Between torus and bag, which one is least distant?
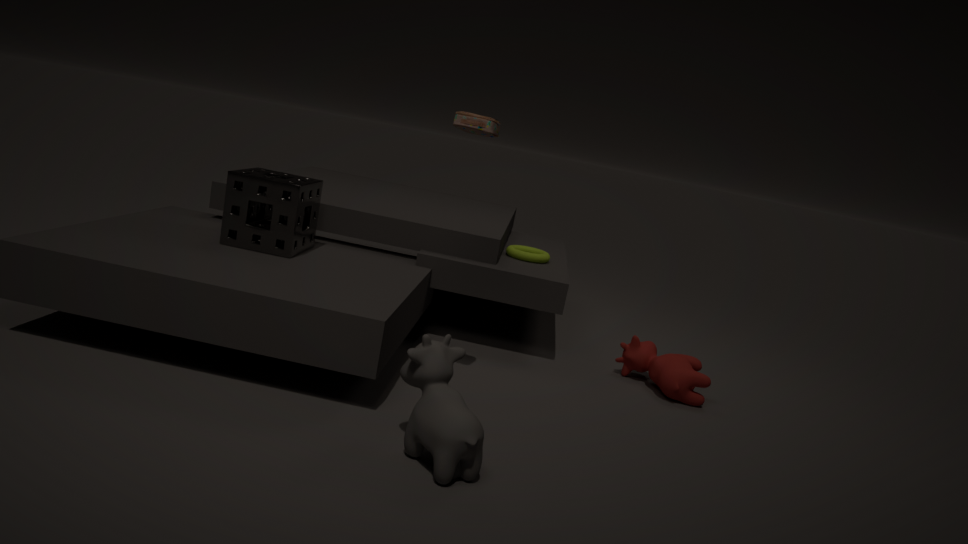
bag
